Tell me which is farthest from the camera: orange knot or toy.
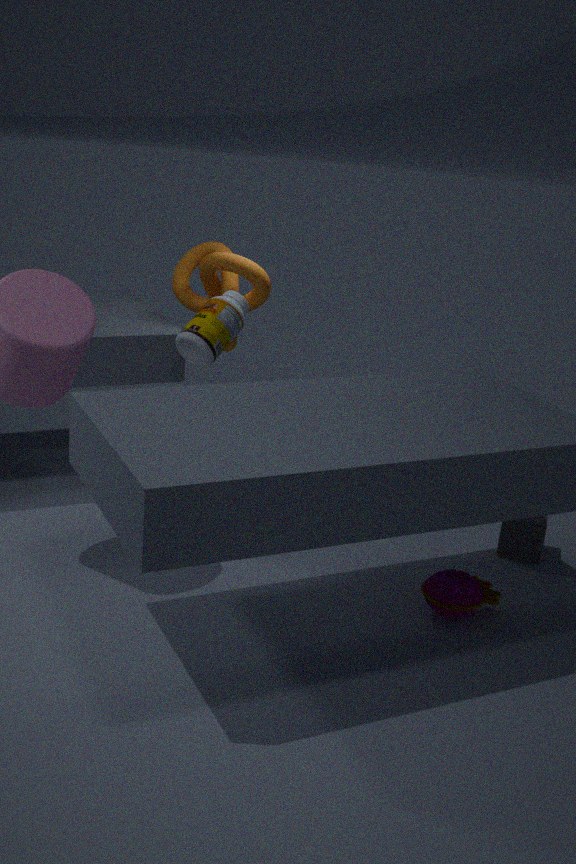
orange knot
